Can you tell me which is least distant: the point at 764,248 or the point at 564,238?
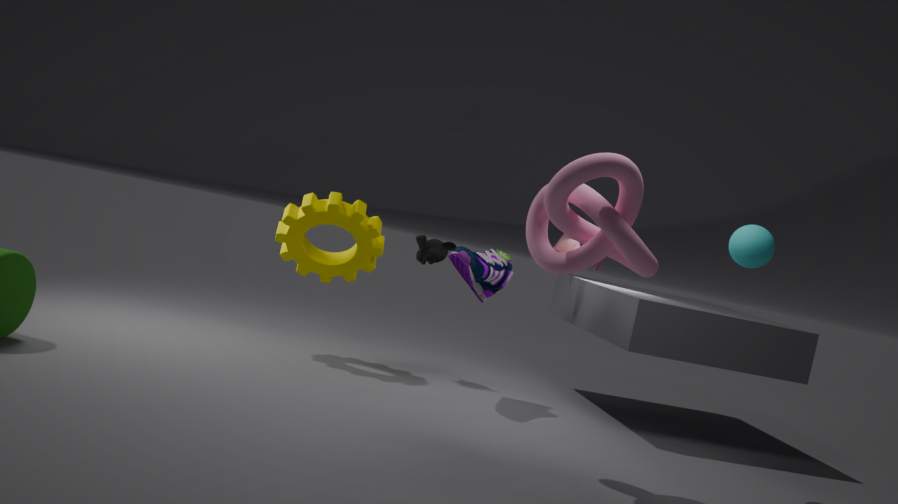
the point at 764,248
